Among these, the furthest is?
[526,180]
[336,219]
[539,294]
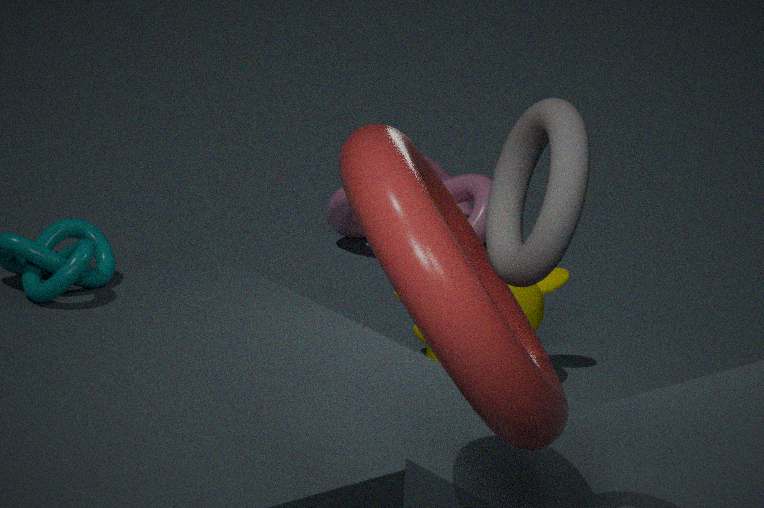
[336,219]
